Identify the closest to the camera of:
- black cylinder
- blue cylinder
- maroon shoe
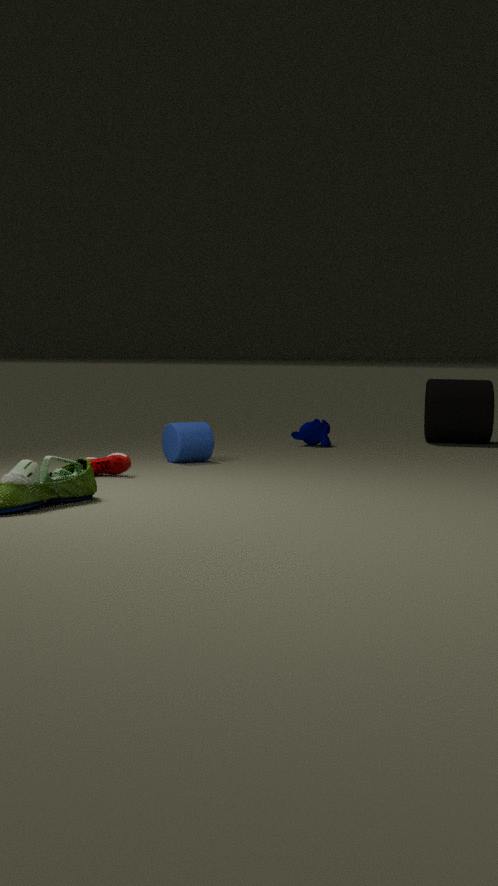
maroon shoe
